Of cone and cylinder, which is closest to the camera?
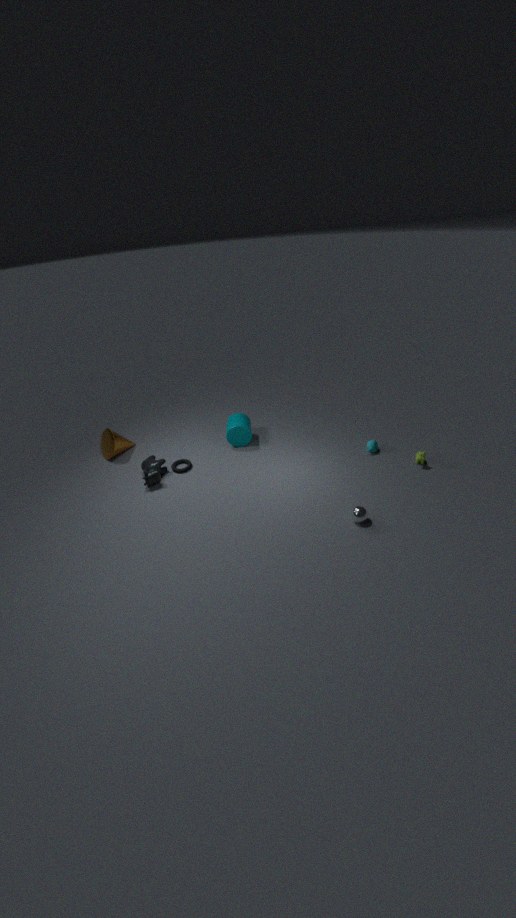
cone
